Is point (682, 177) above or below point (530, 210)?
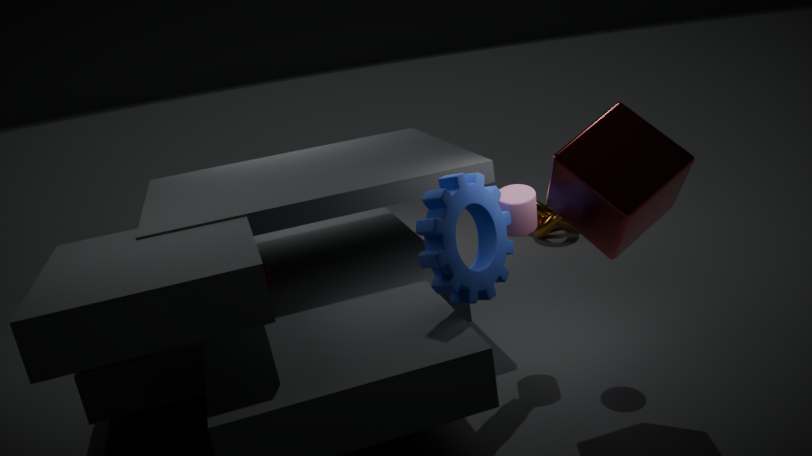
above
